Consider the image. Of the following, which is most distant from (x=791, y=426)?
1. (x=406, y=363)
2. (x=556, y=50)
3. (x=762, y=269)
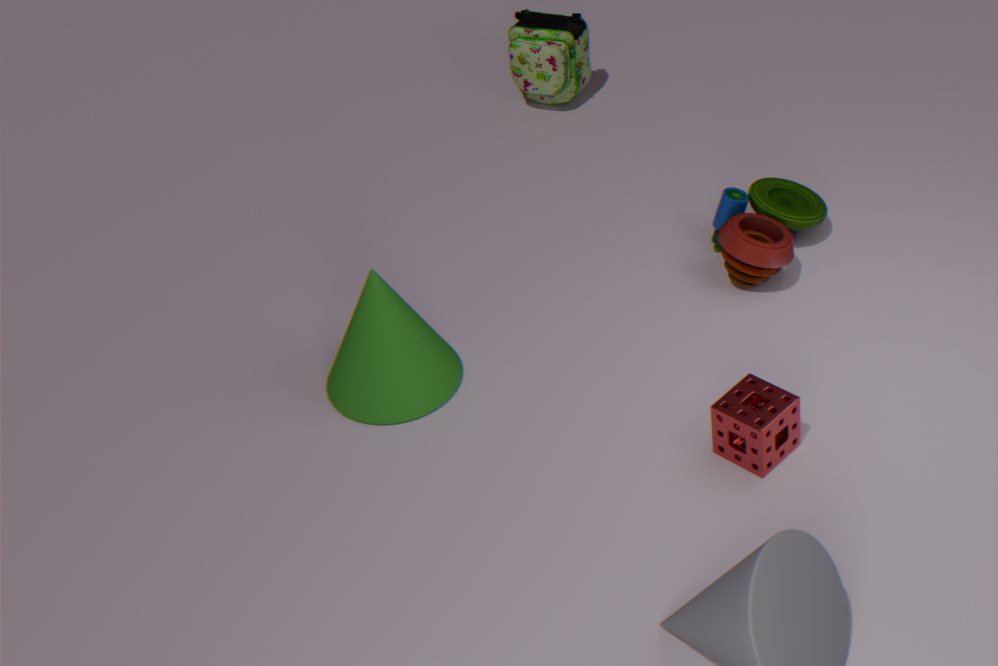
(x=556, y=50)
